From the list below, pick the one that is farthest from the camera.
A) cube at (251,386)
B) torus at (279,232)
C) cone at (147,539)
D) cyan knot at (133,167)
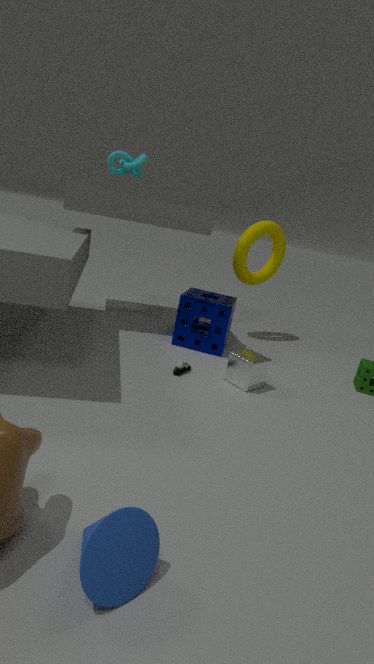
torus at (279,232)
